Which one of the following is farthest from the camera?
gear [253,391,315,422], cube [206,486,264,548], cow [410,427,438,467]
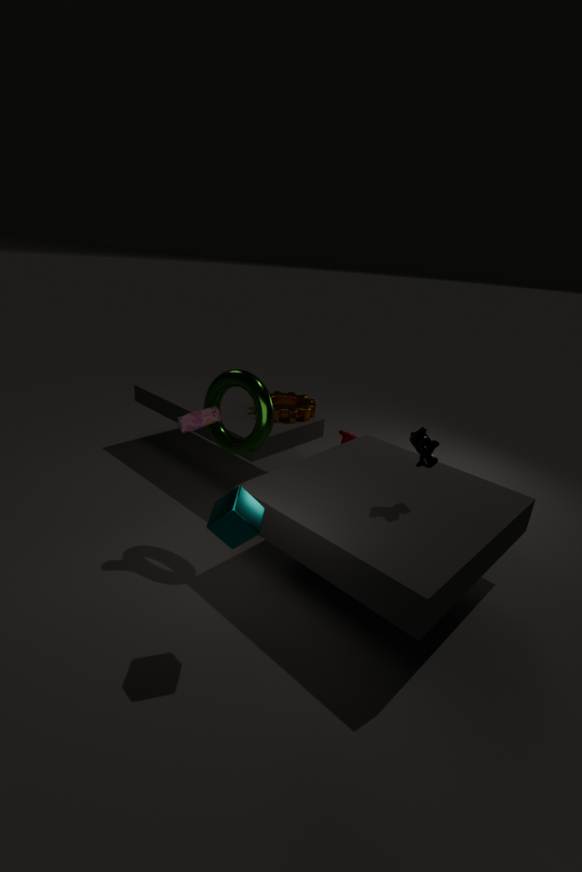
gear [253,391,315,422]
